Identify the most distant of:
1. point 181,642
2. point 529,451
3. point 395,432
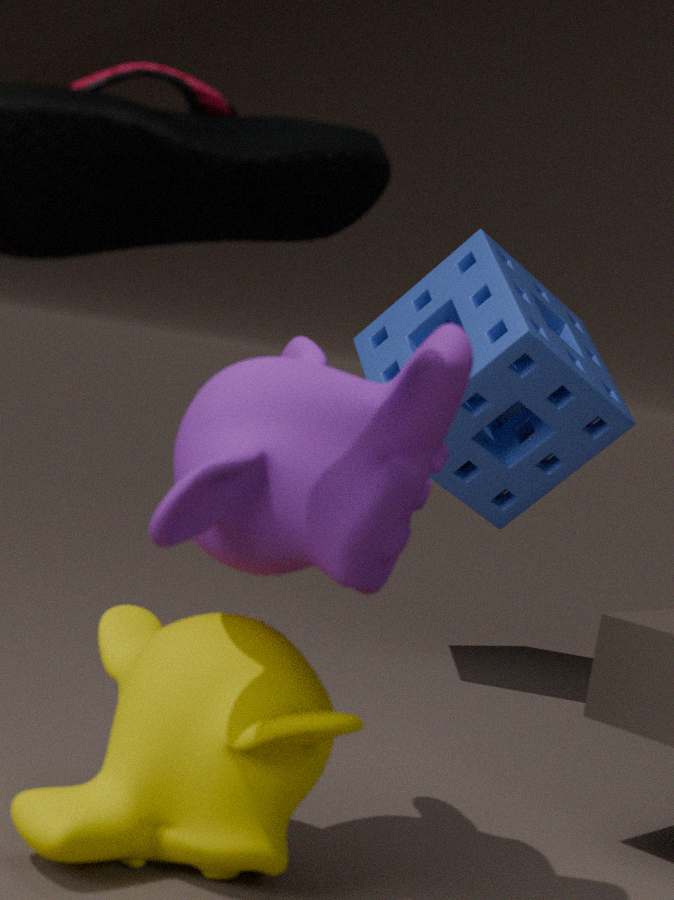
point 529,451
